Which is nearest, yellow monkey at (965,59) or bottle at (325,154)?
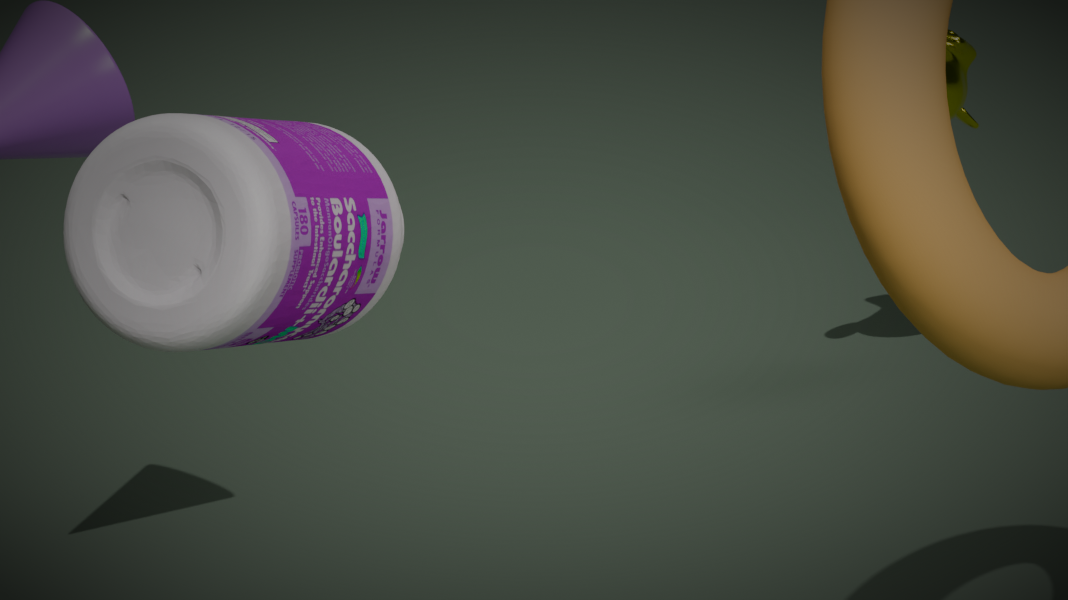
bottle at (325,154)
